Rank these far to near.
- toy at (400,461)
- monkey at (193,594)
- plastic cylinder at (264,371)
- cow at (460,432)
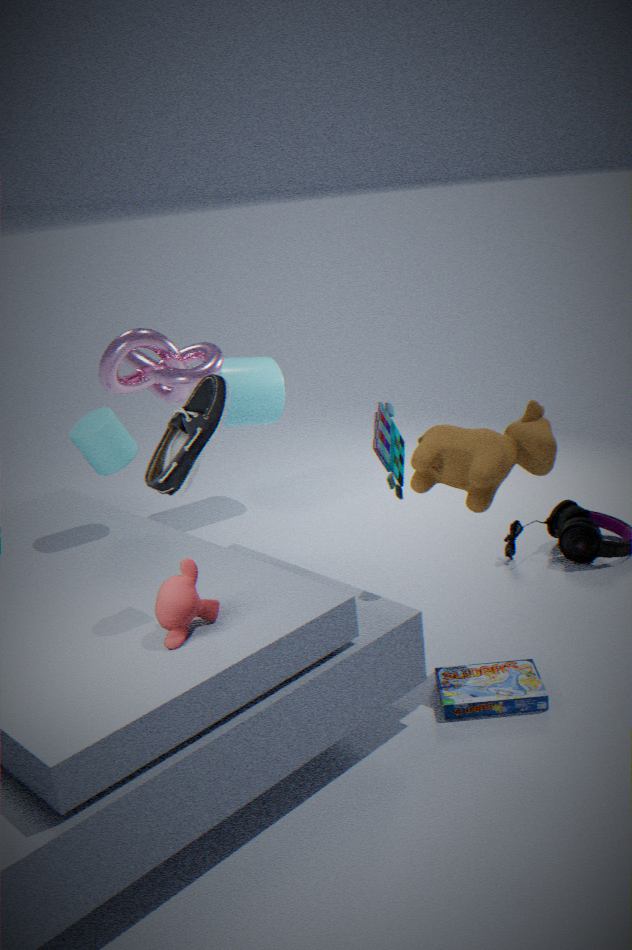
plastic cylinder at (264,371)
toy at (400,461)
cow at (460,432)
monkey at (193,594)
